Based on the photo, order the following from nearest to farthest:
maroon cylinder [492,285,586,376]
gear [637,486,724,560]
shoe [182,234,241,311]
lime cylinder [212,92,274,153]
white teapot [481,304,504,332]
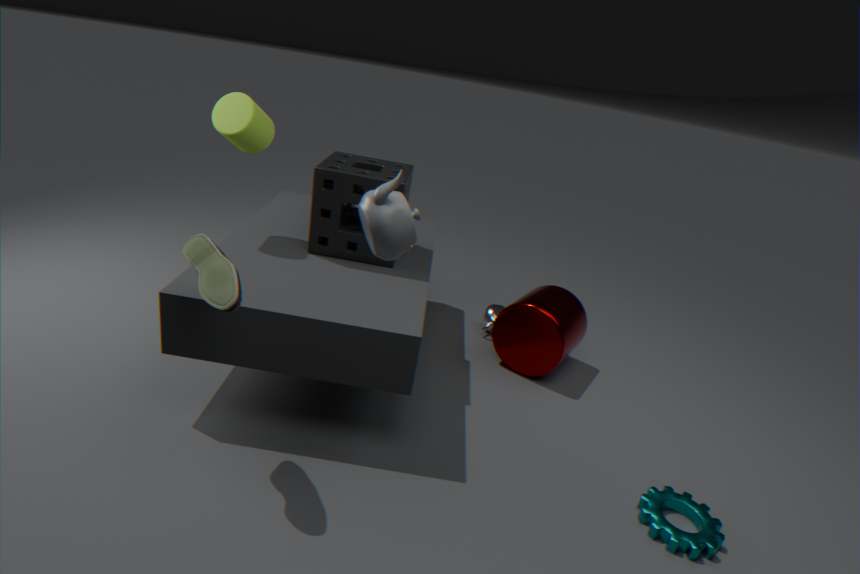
shoe [182,234,241,311] → gear [637,486,724,560] → lime cylinder [212,92,274,153] → maroon cylinder [492,285,586,376] → white teapot [481,304,504,332]
